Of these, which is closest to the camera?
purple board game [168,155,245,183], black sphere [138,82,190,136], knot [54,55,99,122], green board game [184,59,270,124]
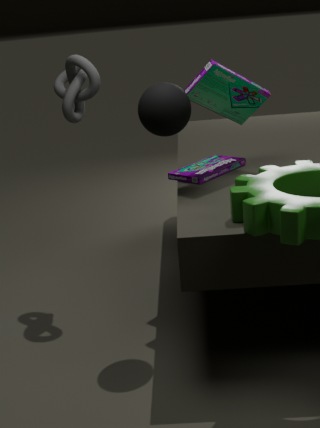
black sphere [138,82,190,136]
